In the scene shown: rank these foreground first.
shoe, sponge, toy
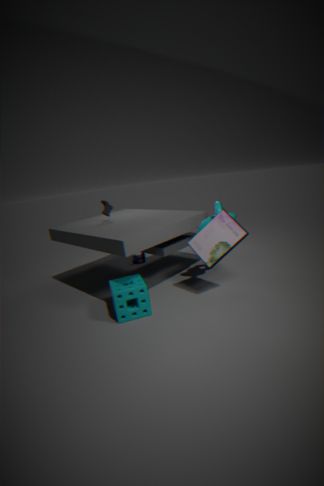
sponge → shoe → toy
